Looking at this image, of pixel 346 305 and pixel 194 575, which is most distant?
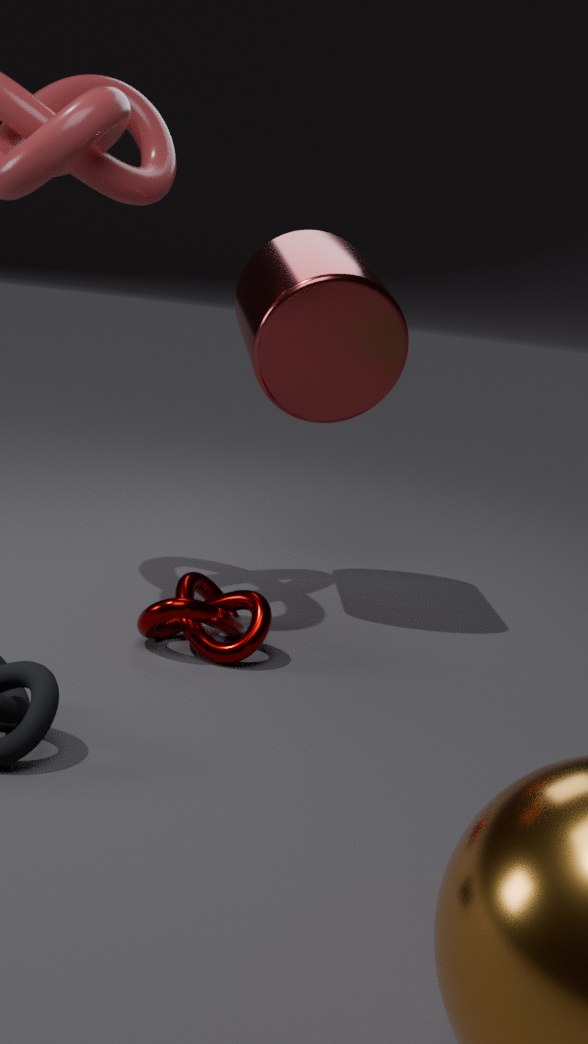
pixel 346 305
